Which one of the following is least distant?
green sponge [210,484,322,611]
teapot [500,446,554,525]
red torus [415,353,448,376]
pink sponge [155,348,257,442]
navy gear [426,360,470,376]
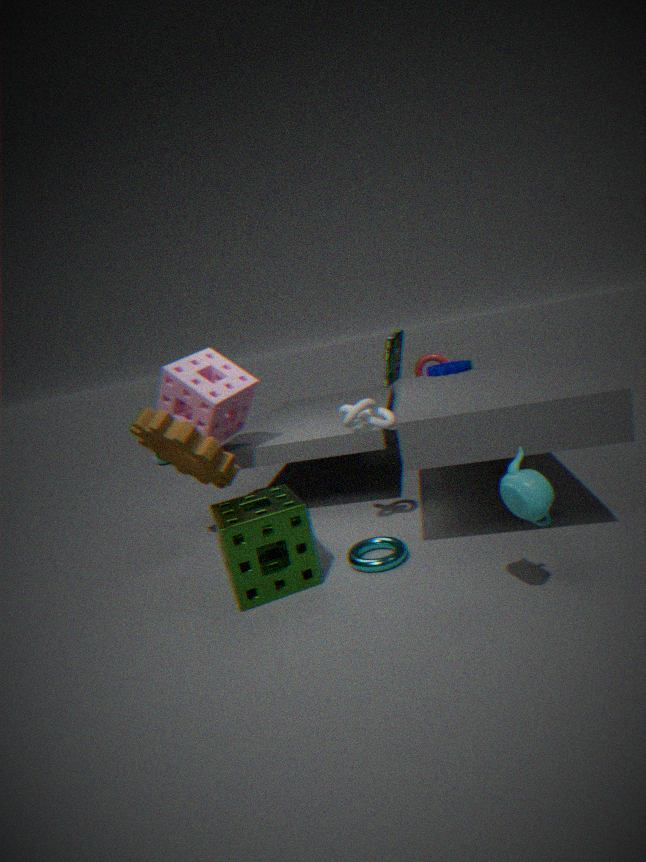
teapot [500,446,554,525]
